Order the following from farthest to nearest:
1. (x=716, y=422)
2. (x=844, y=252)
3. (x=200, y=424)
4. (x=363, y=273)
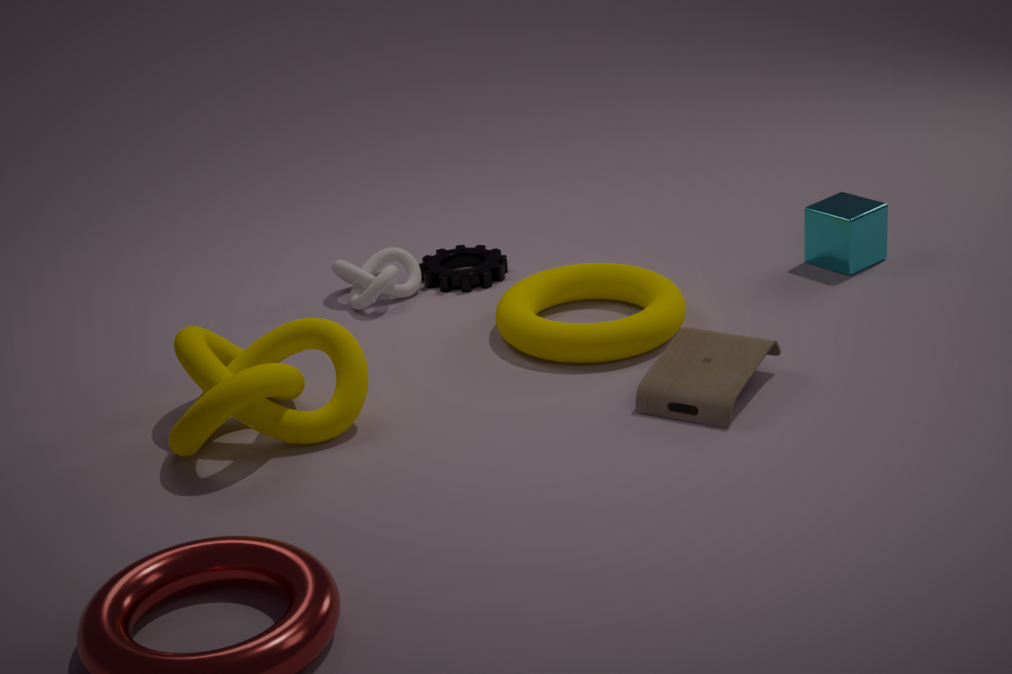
(x=363, y=273)
(x=844, y=252)
(x=716, y=422)
(x=200, y=424)
